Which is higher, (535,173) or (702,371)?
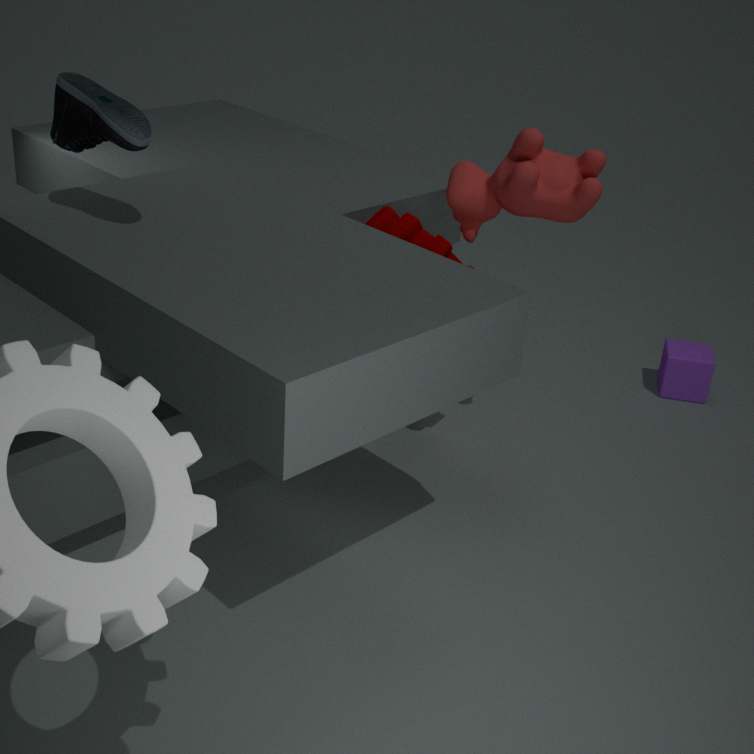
(535,173)
